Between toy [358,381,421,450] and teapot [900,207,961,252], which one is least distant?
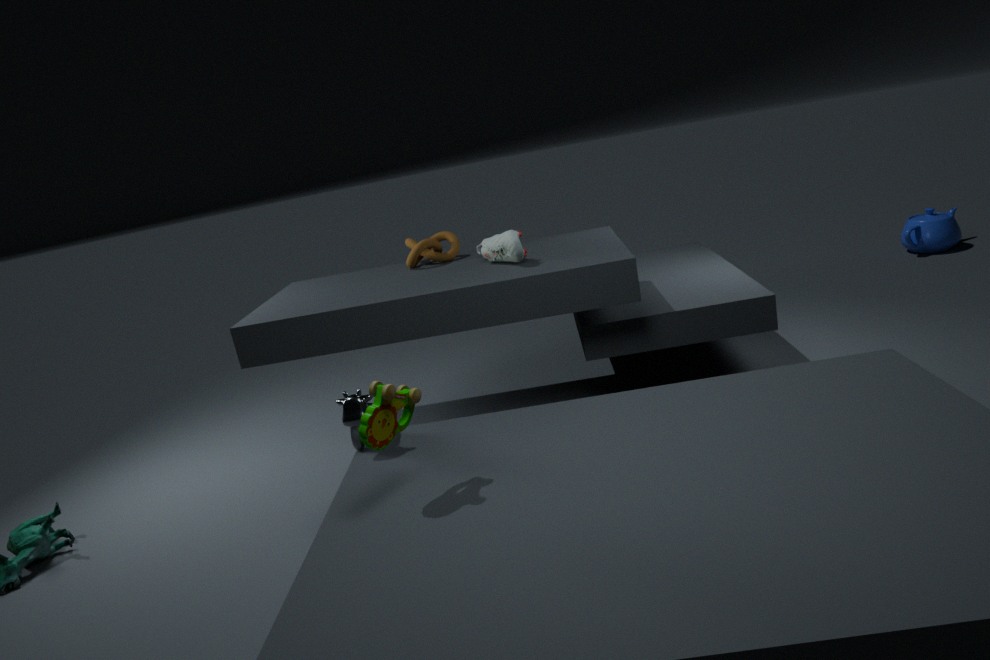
toy [358,381,421,450]
